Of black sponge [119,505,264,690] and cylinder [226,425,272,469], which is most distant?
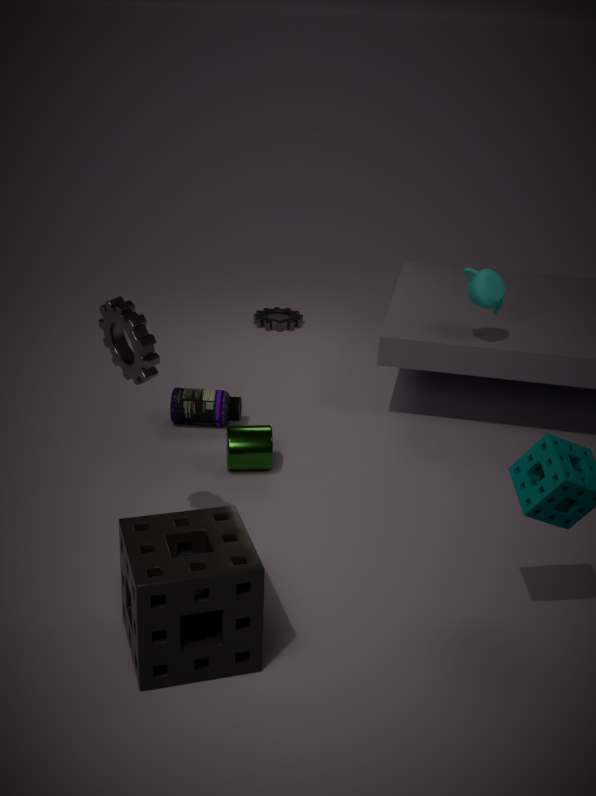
cylinder [226,425,272,469]
